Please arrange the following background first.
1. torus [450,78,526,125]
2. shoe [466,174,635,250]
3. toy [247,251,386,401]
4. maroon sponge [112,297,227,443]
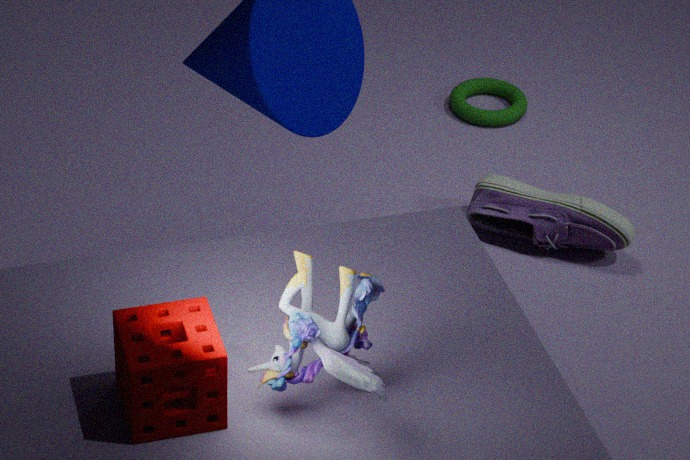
torus [450,78,526,125], shoe [466,174,635,250], toy [247,251,386,401], maroon sponge [112,297,227,443]
